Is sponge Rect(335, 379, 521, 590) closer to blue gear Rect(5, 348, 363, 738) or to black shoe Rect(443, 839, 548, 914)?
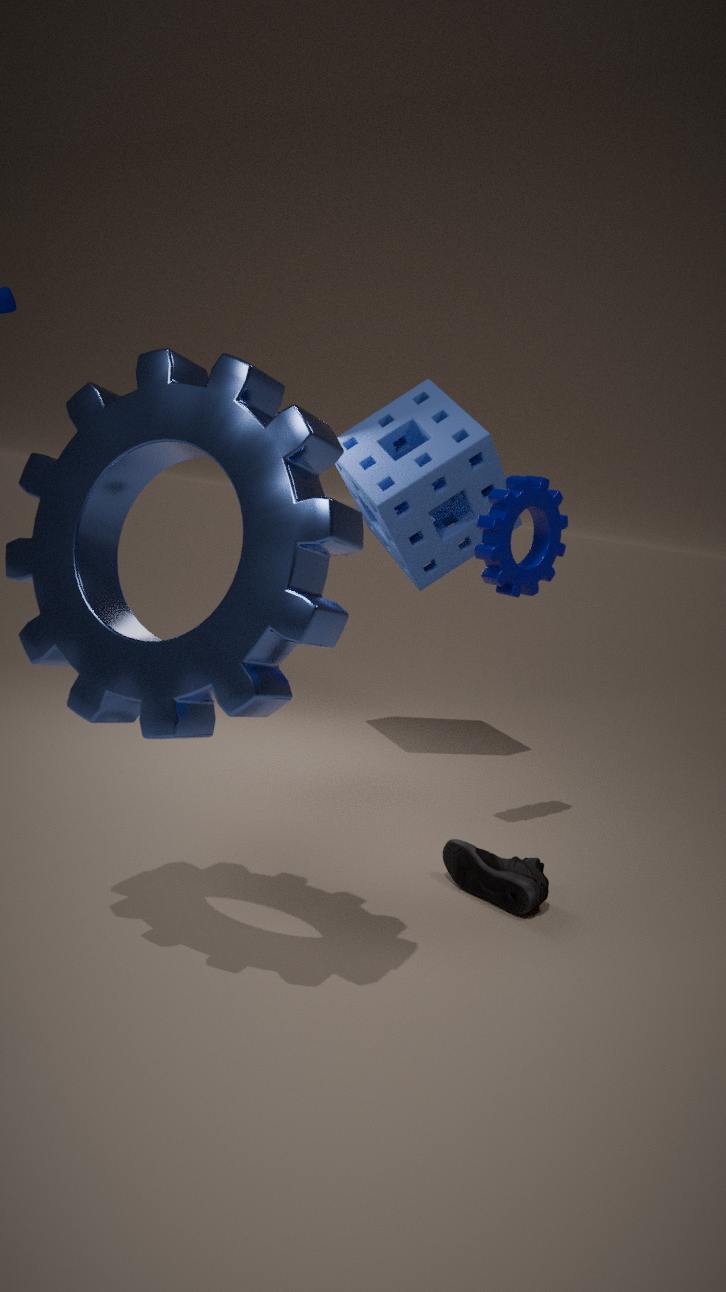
black shoe Rect(443, 839, 548, 914)
